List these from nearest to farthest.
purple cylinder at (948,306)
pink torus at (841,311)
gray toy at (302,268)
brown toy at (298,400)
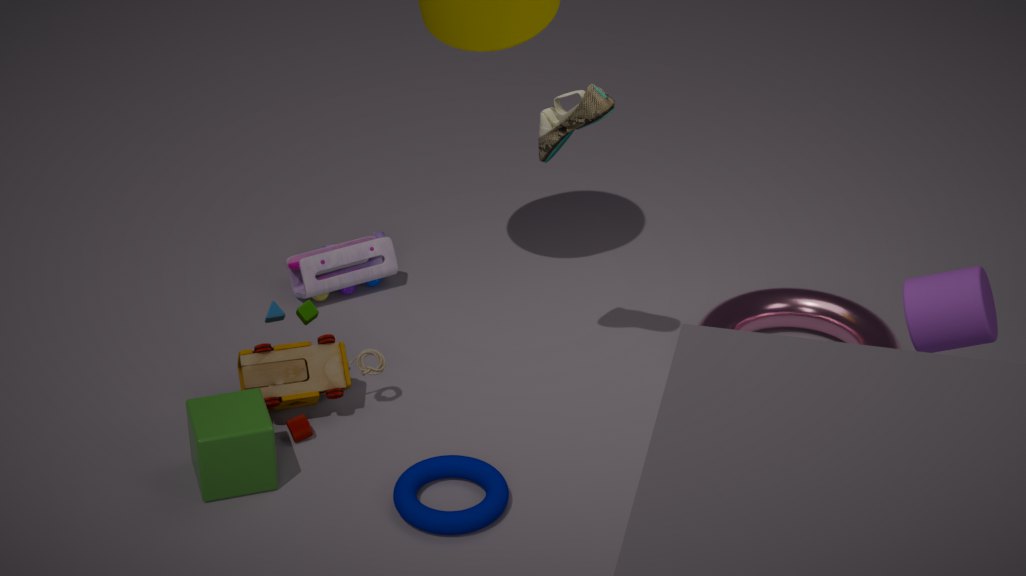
purple cylinder at (948,306) → brown toy at (298,400) → pink torus at (841,311) → gray toy at (302,268)
